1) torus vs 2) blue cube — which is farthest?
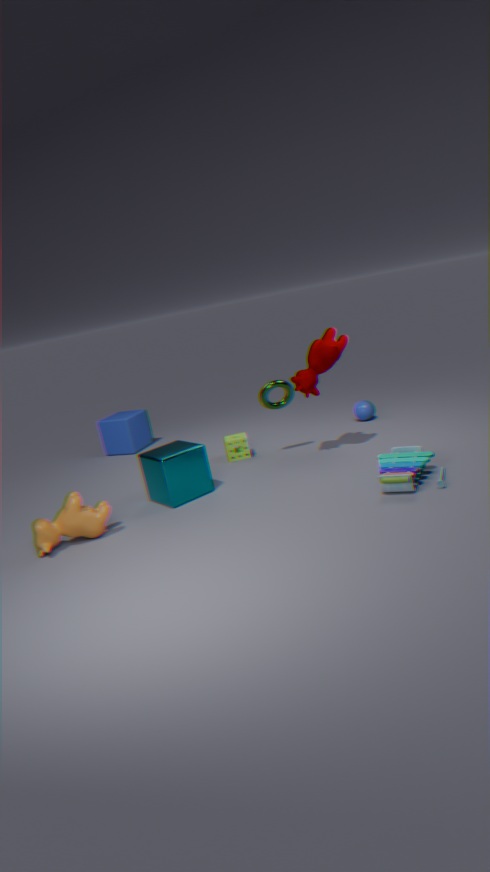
2. blue cube
